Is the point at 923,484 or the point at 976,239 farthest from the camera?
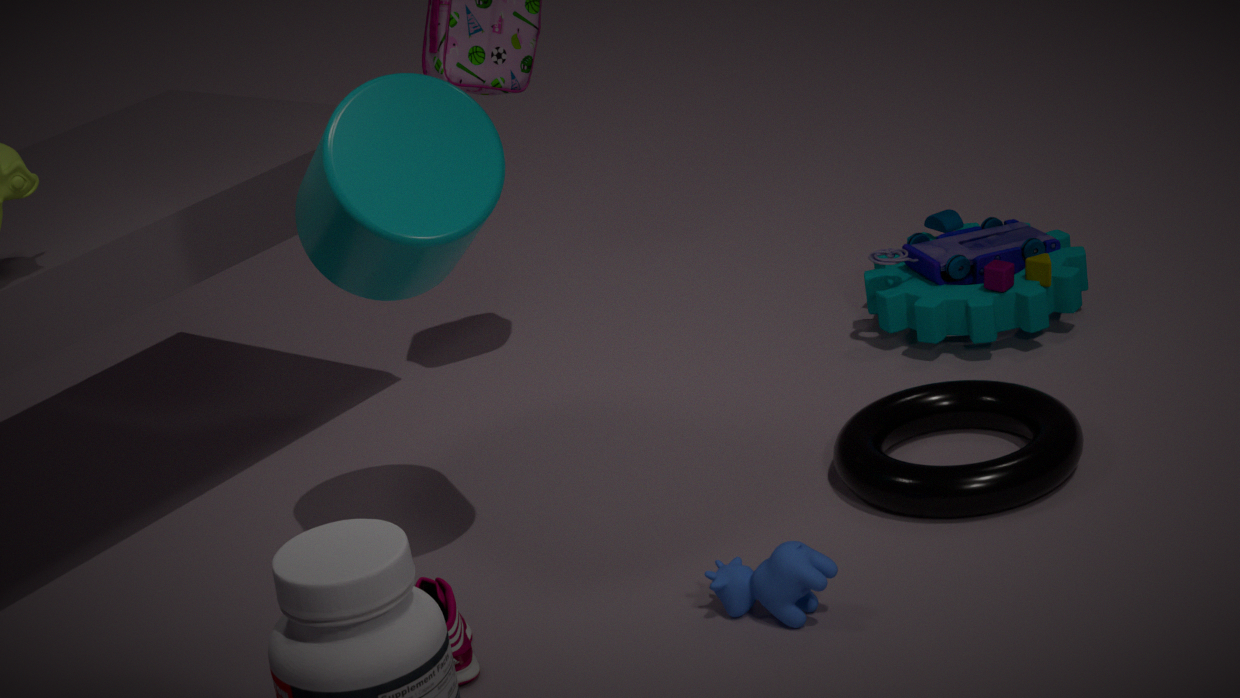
the point at 976,239
